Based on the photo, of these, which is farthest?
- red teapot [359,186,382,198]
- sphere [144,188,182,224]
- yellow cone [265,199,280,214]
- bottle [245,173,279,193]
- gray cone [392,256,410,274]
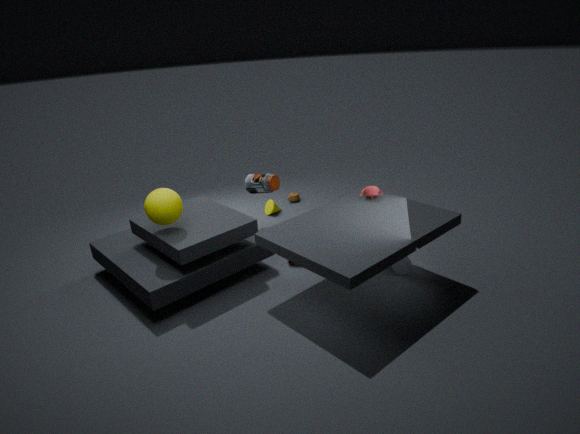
yellow cone [265,199,280,214]
